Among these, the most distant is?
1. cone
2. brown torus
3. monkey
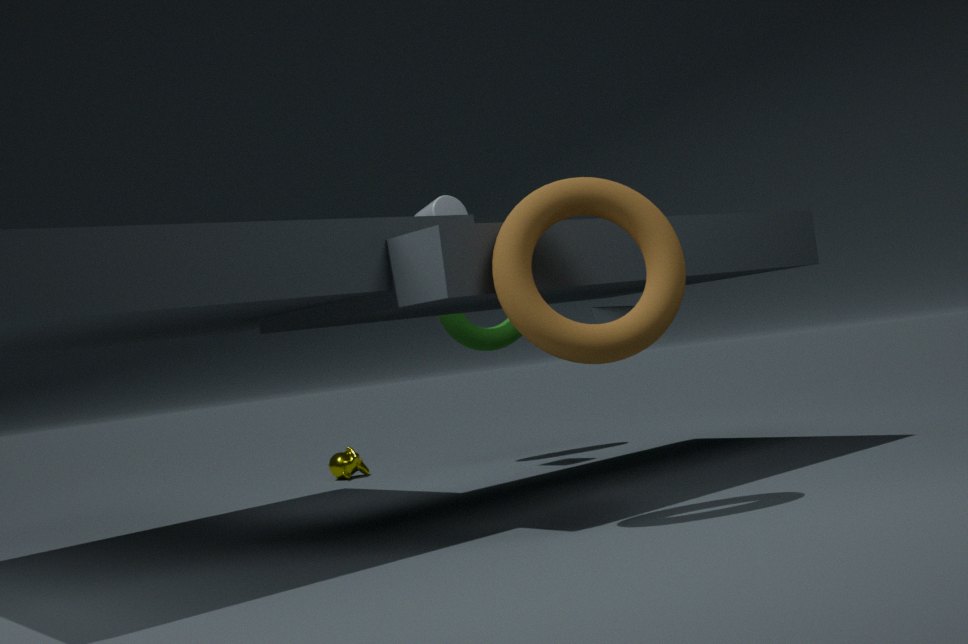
monkey
